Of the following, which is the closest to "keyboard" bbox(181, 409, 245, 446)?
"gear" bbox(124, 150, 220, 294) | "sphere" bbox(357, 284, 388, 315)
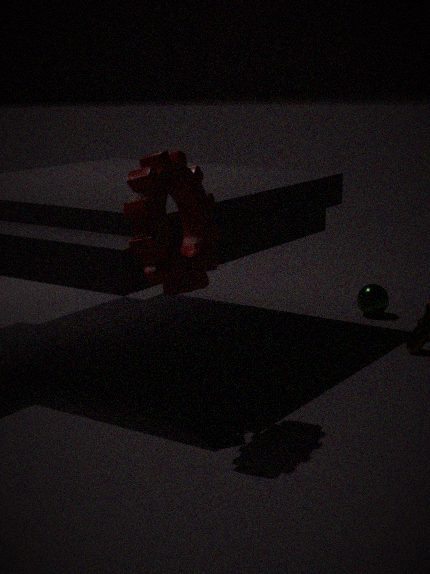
"gear" bbox(124, 150, 220, 294)
